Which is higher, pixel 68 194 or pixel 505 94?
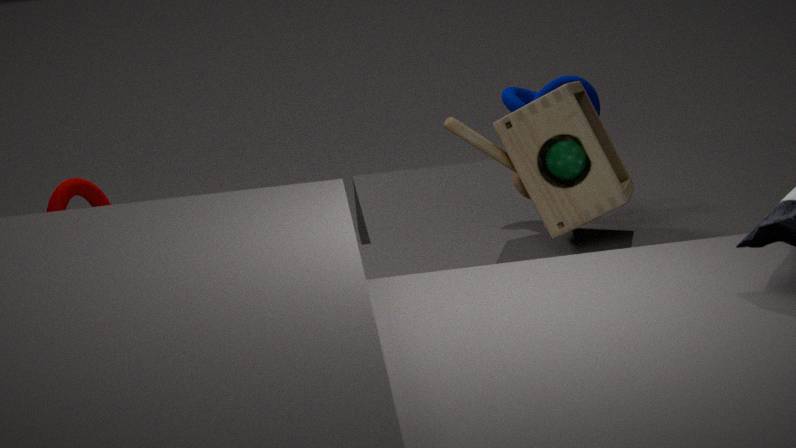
pixel 505 94
